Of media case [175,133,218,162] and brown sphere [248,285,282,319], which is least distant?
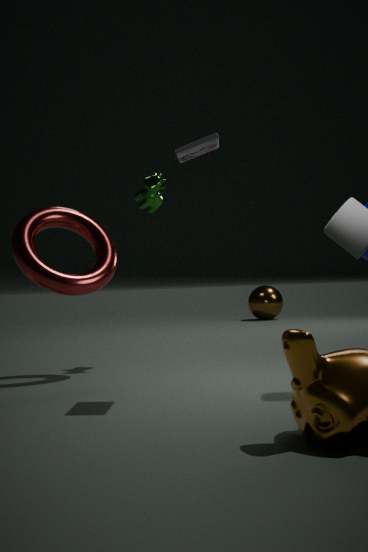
media case [175,133,218,162]
